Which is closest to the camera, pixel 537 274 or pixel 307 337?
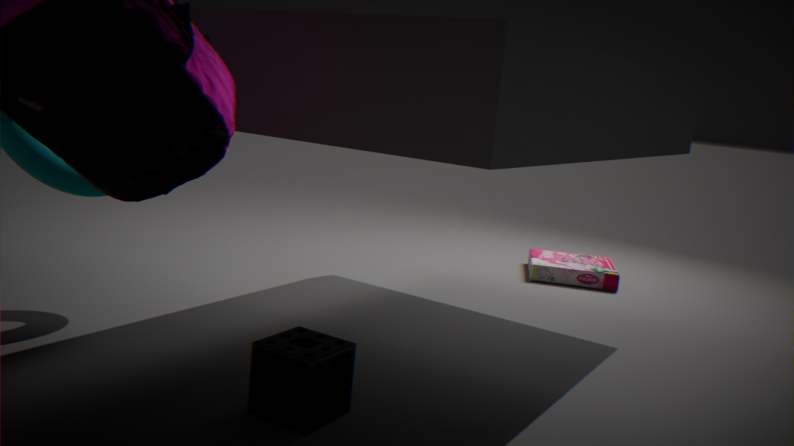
pixel 307 337
